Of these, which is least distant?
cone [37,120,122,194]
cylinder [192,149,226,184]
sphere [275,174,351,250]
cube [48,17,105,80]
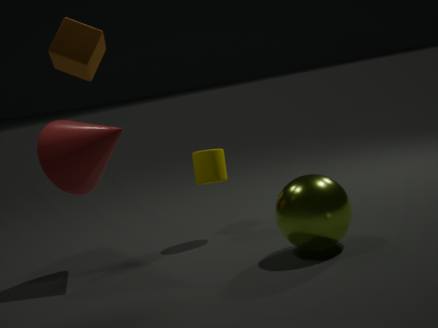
cube [48,17,105,80]
